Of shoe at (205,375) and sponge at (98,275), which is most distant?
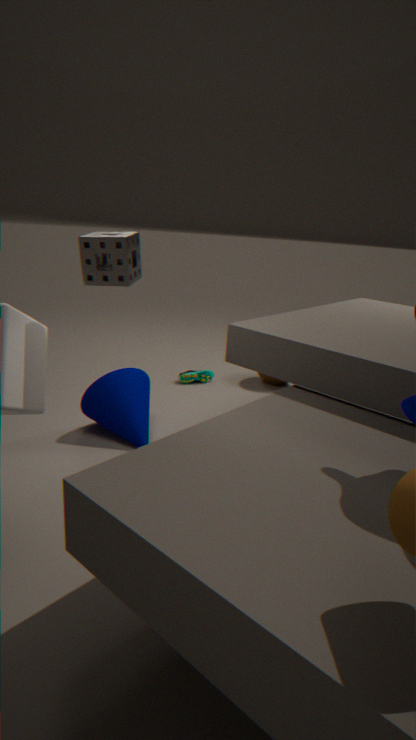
shoe at (205,375)
